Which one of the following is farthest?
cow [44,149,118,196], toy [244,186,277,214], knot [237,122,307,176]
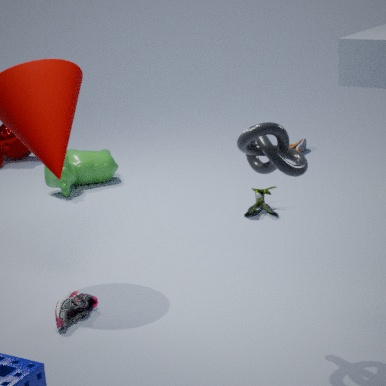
cow [44,149,118,196]
